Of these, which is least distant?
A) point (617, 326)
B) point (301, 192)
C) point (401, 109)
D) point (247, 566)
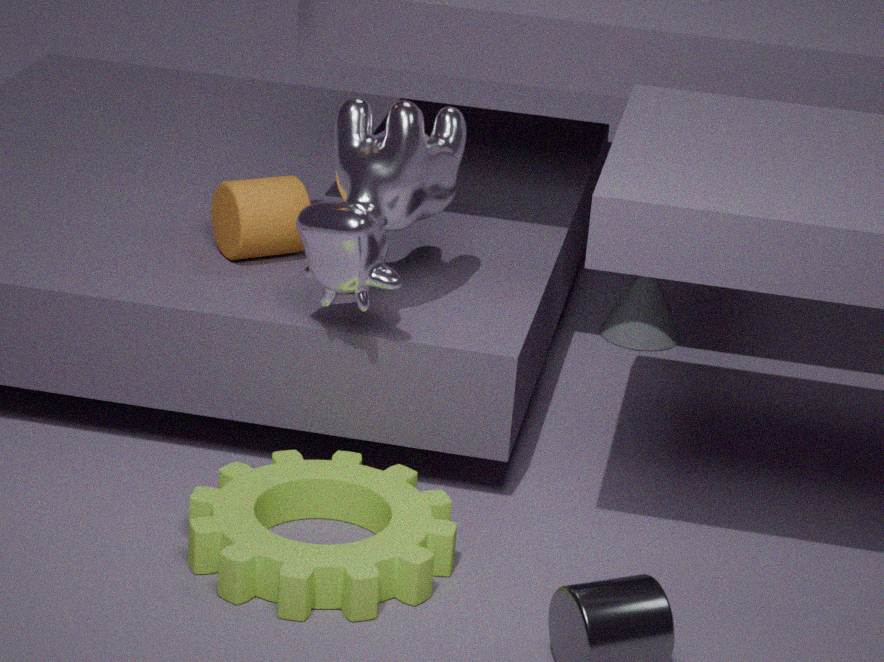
point (247, 566)
